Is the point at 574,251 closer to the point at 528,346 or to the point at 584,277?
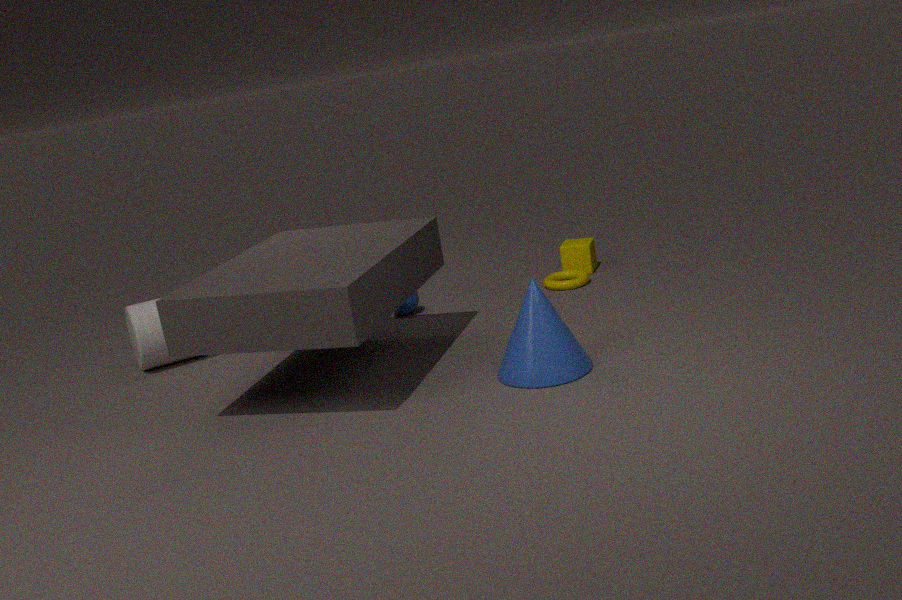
the point at 584,277
